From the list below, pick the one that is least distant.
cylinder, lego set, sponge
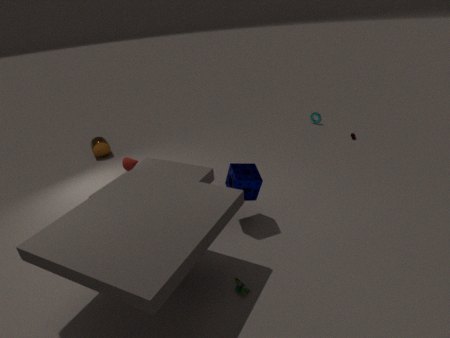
lego set
